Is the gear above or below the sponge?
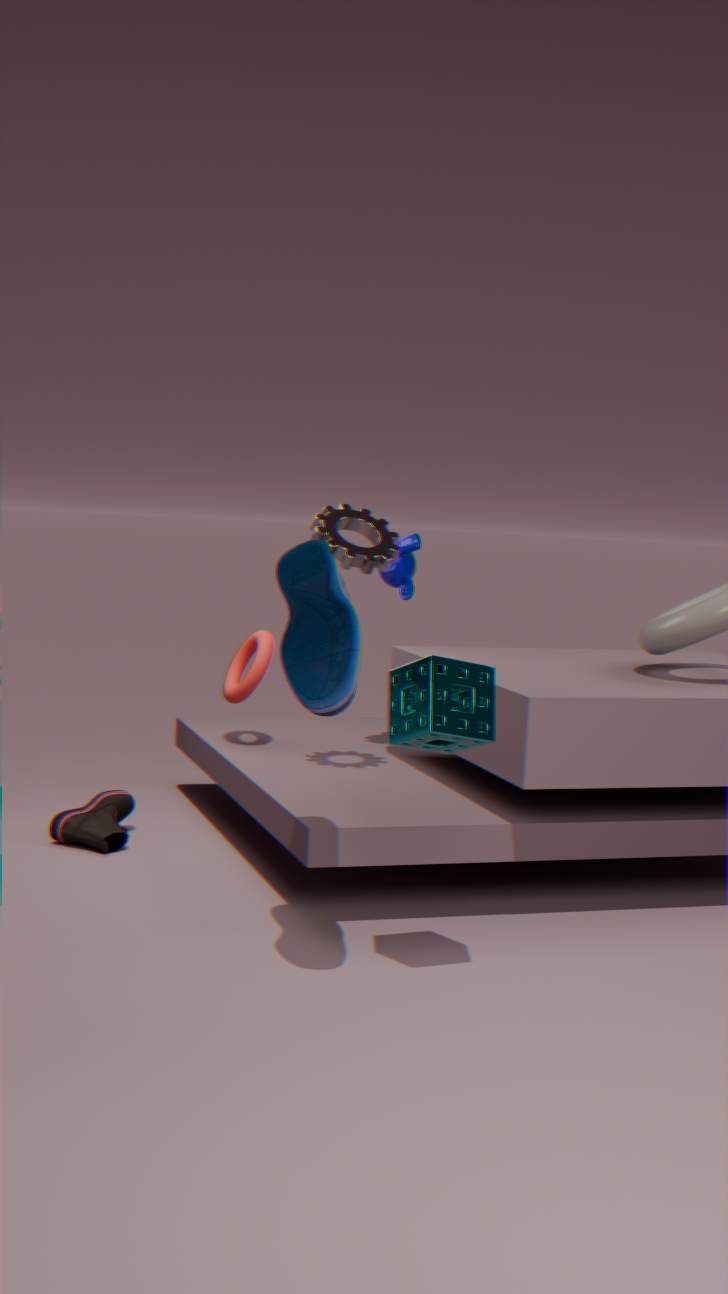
above
